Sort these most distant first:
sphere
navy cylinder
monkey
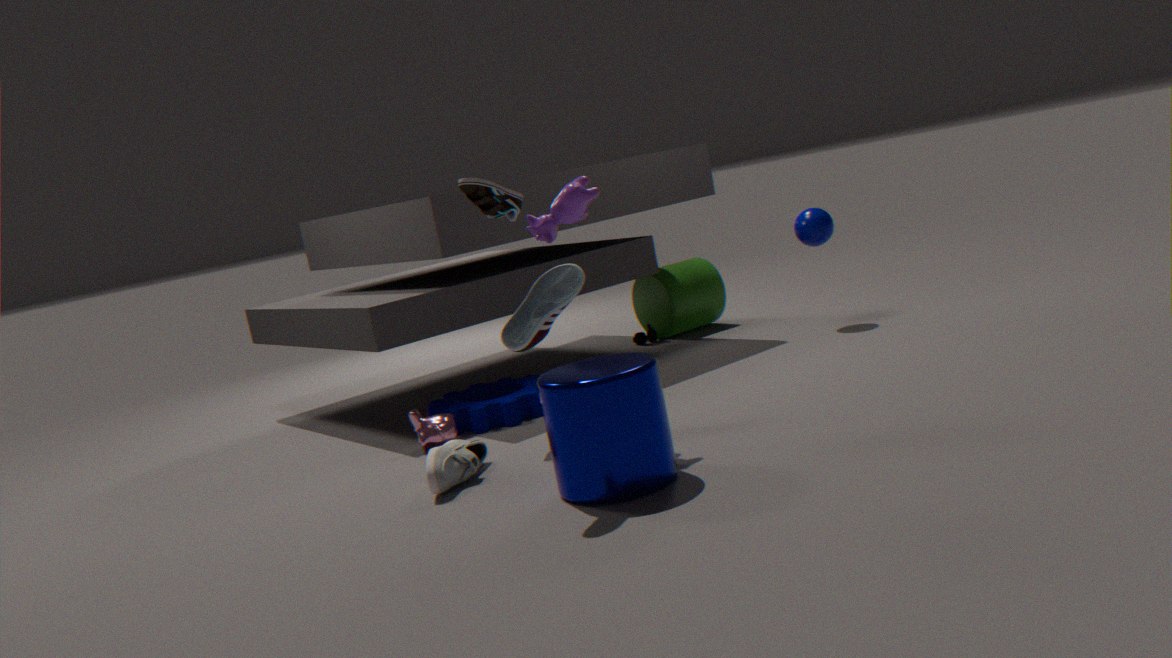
sphere < monkey < navy cylinder
